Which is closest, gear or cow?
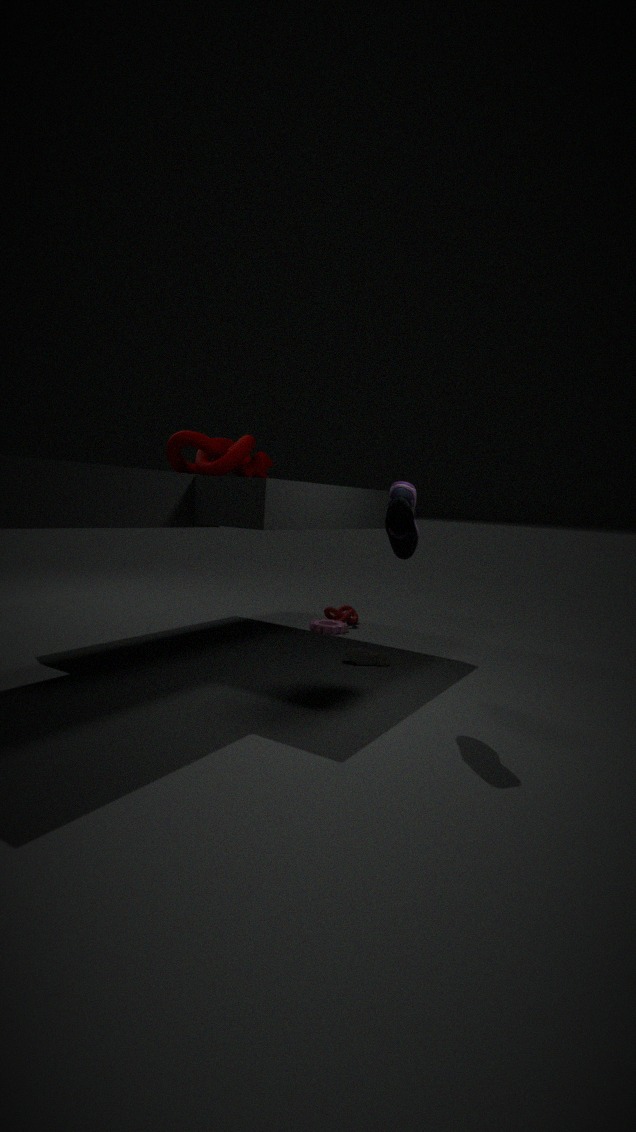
cow
